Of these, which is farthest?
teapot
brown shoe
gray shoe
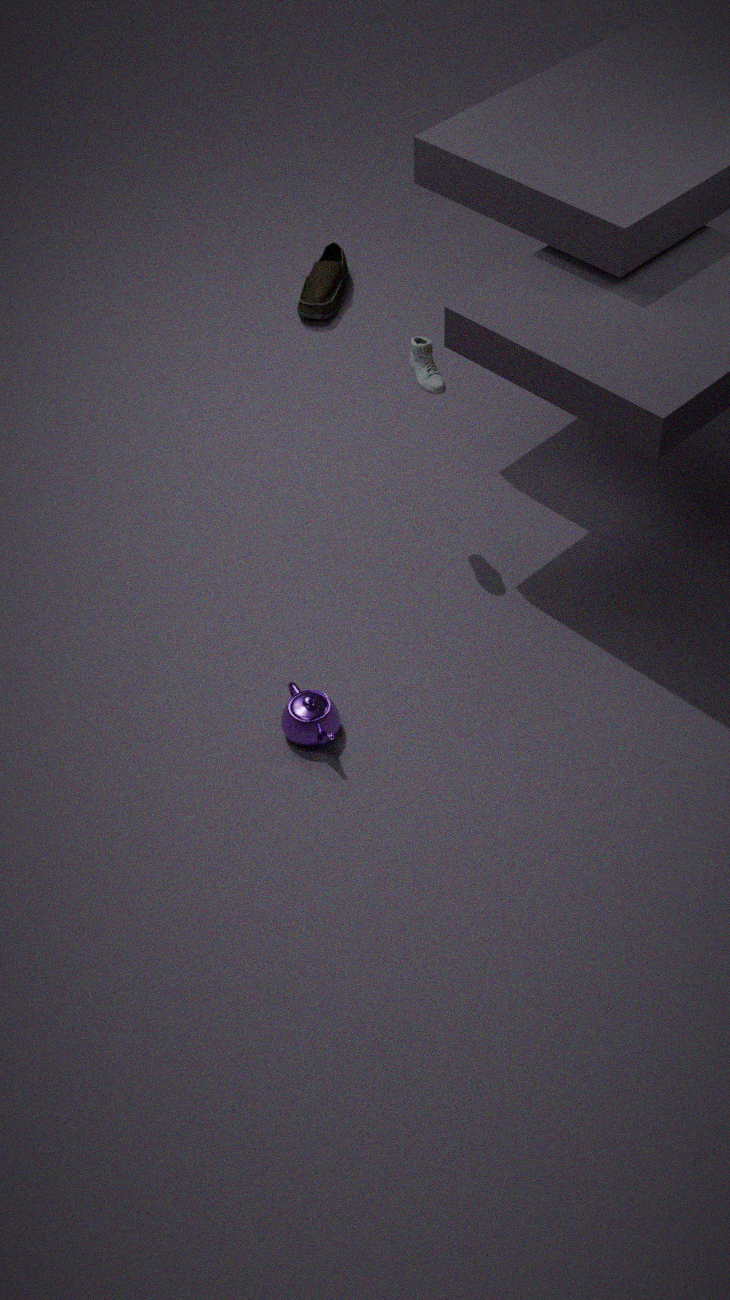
brown shoe
